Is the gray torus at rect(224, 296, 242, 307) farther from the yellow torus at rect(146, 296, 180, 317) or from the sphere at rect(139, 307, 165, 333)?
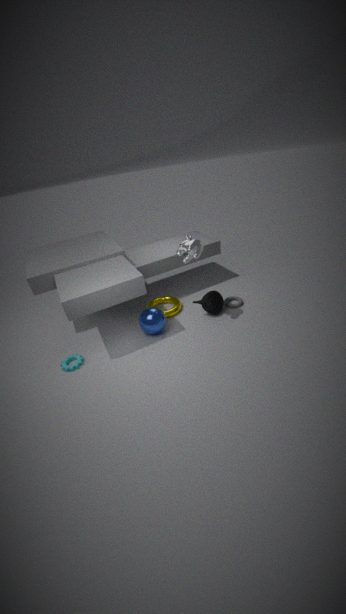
the sphere at rect(139, 307, 165, 333)
